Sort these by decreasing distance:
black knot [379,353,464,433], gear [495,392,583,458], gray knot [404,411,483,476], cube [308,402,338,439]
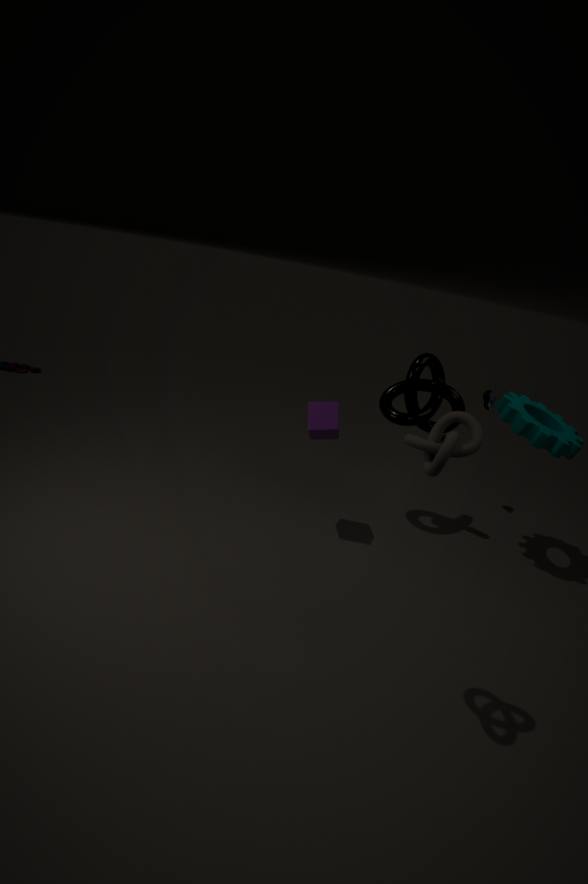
black knot [379,353,464,433] < cube [308,402,338,439] < gear [495,392,583,458] < gray knot [404,411,483,476]
